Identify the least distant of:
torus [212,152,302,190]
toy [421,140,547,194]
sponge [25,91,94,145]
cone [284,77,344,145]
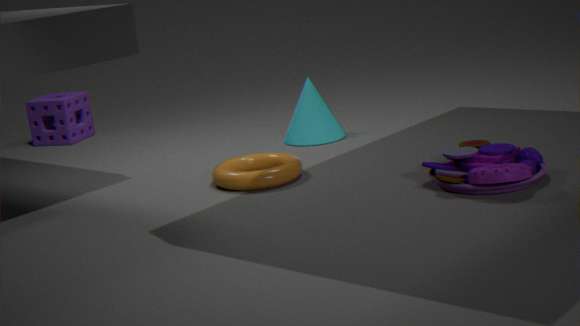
toy [421,140,547,194]
